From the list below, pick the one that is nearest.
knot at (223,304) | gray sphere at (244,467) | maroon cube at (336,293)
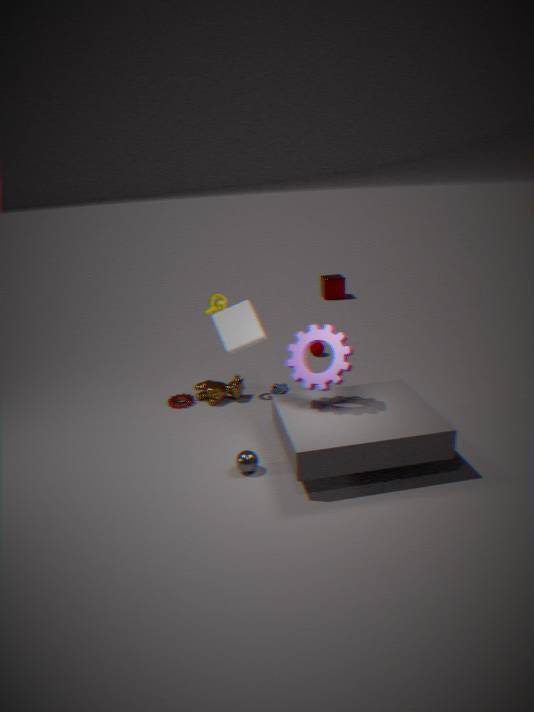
gray sphere at (244,467)
